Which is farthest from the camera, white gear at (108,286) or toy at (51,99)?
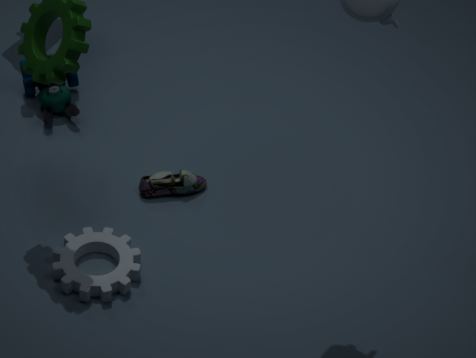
toy at (51,99)
